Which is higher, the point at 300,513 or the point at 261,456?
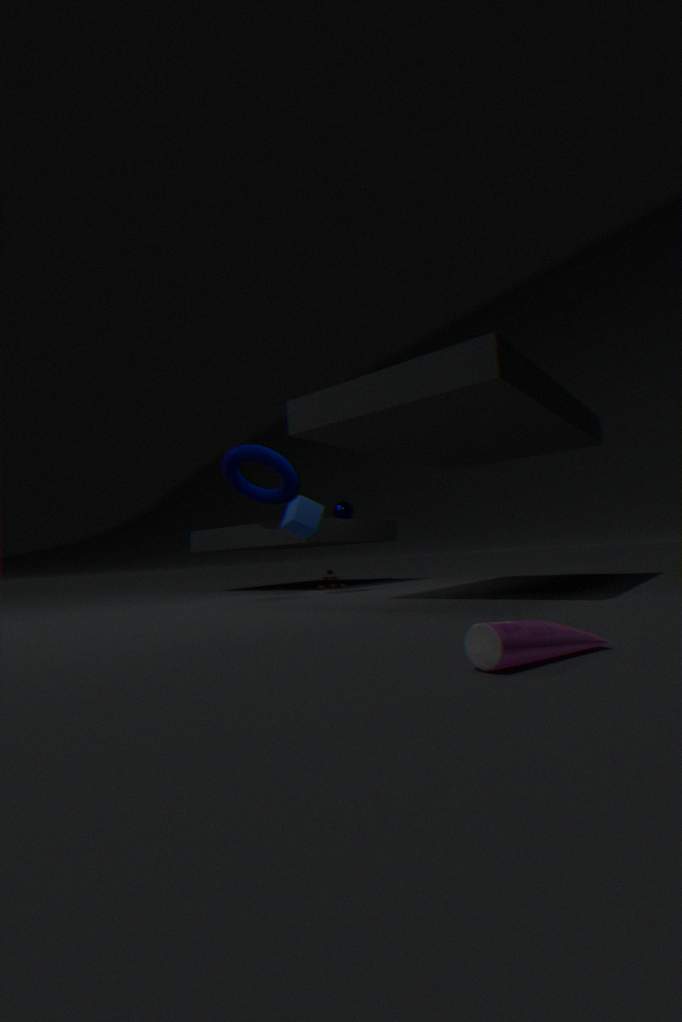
the point at 261,456
